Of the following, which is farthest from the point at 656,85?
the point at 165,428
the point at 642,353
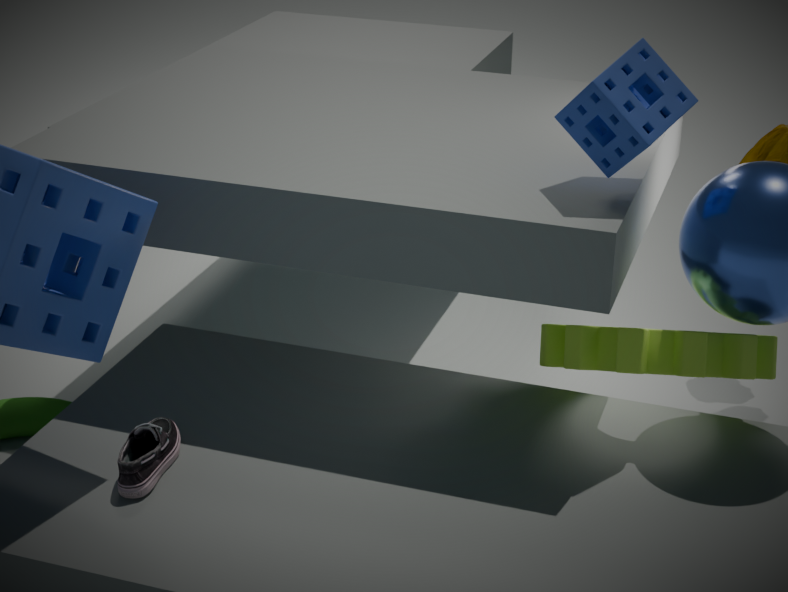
the point at 165,428
